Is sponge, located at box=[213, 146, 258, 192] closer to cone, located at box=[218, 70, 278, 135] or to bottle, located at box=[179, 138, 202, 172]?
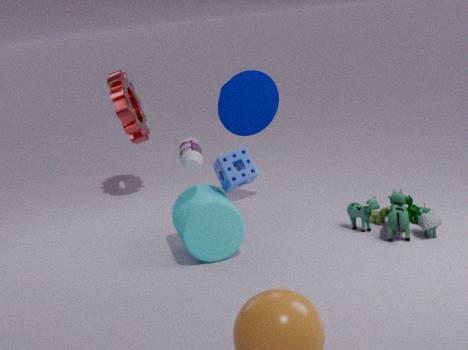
bottle, located at box=[179, 138, 202, 172]
